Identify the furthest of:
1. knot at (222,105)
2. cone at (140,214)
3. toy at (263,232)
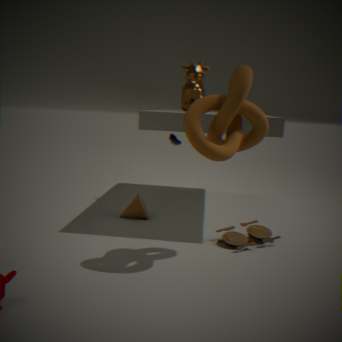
cone at (140,214)
